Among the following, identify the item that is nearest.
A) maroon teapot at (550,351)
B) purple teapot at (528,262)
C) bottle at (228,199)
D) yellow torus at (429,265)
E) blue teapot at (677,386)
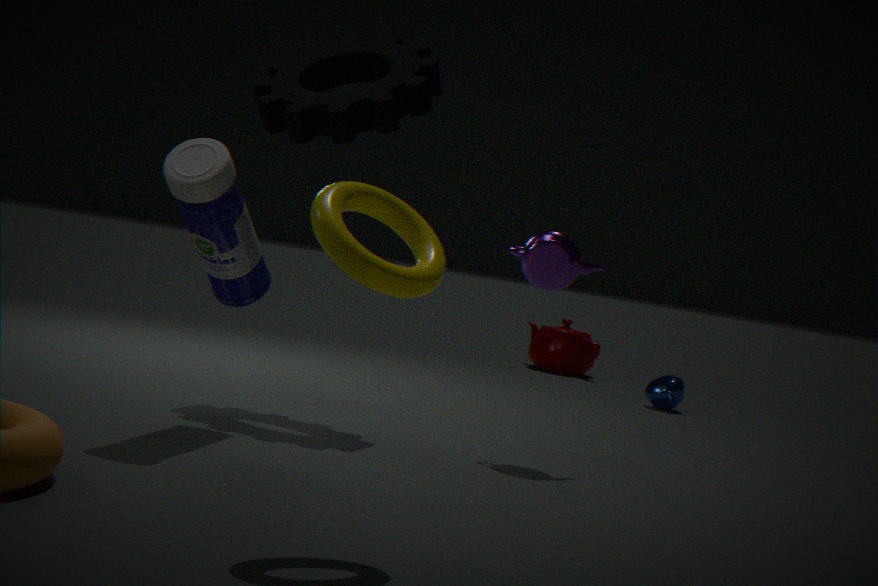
yellow torus at (429,265)
